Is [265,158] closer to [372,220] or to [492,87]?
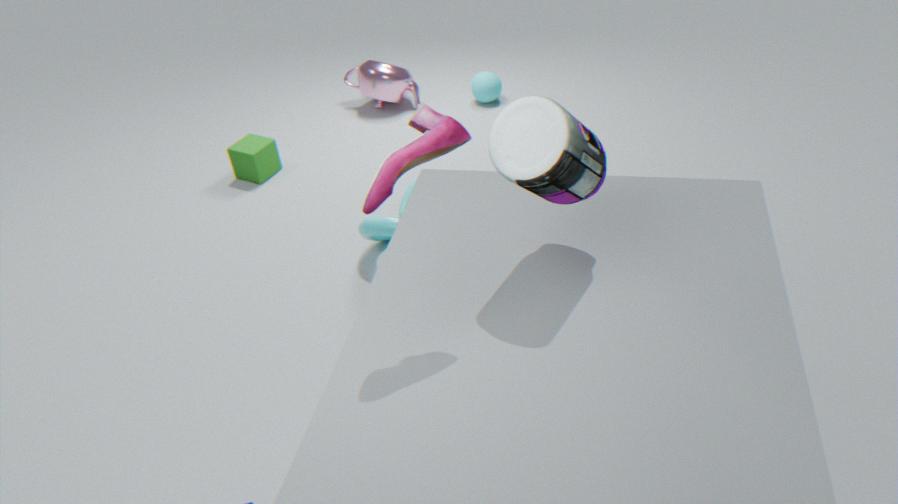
[372,220]
